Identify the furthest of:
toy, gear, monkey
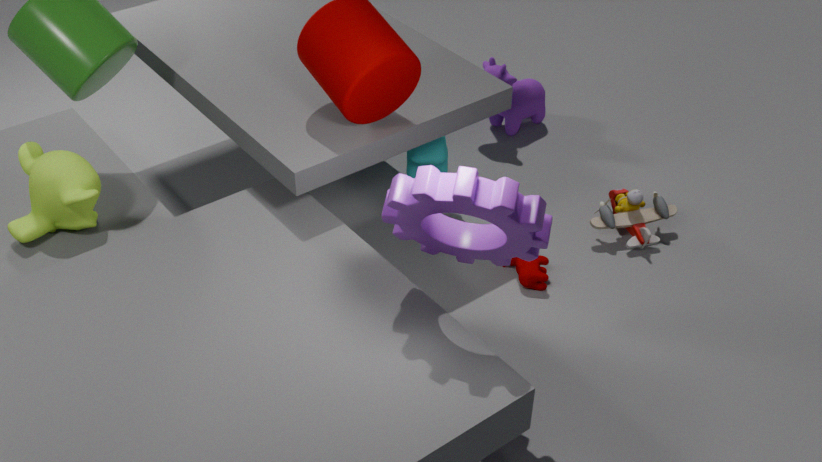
toy
